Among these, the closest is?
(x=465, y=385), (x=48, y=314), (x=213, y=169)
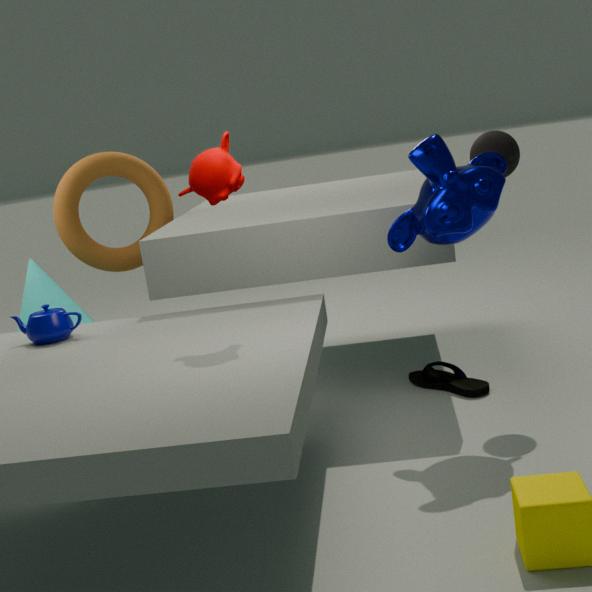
(x=213, y=169)
